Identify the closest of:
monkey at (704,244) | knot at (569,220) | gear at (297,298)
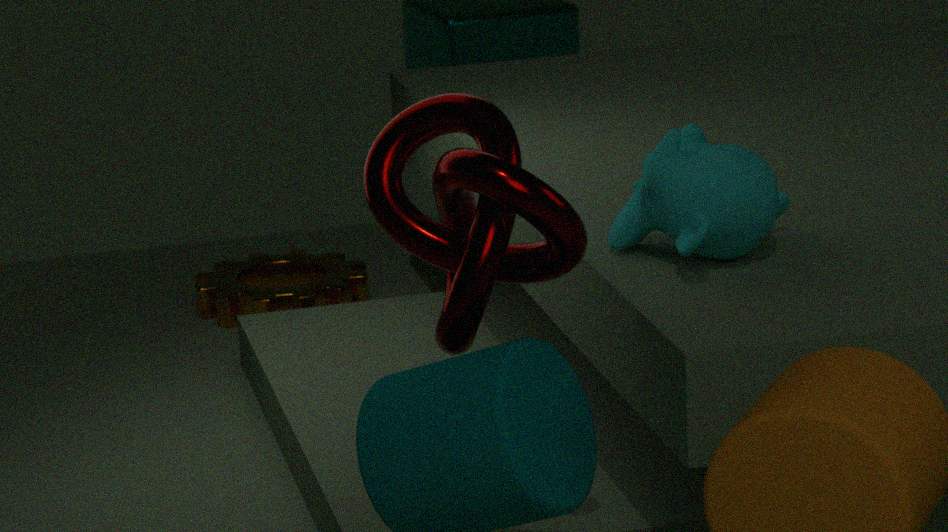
knot at (569,220)
